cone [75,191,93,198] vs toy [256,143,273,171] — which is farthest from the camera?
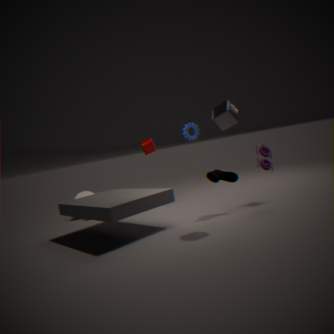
cone [75,191,93,198]
